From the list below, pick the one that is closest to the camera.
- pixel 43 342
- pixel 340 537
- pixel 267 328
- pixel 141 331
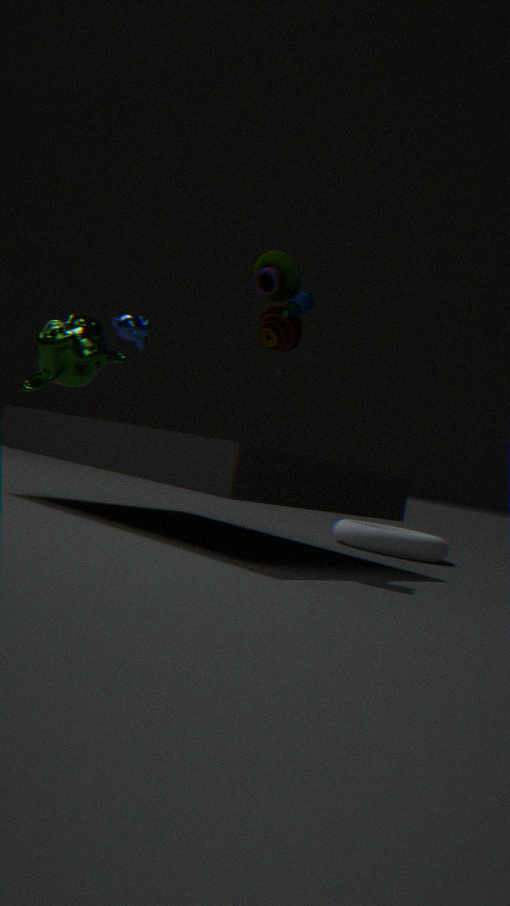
pixel 267 328
